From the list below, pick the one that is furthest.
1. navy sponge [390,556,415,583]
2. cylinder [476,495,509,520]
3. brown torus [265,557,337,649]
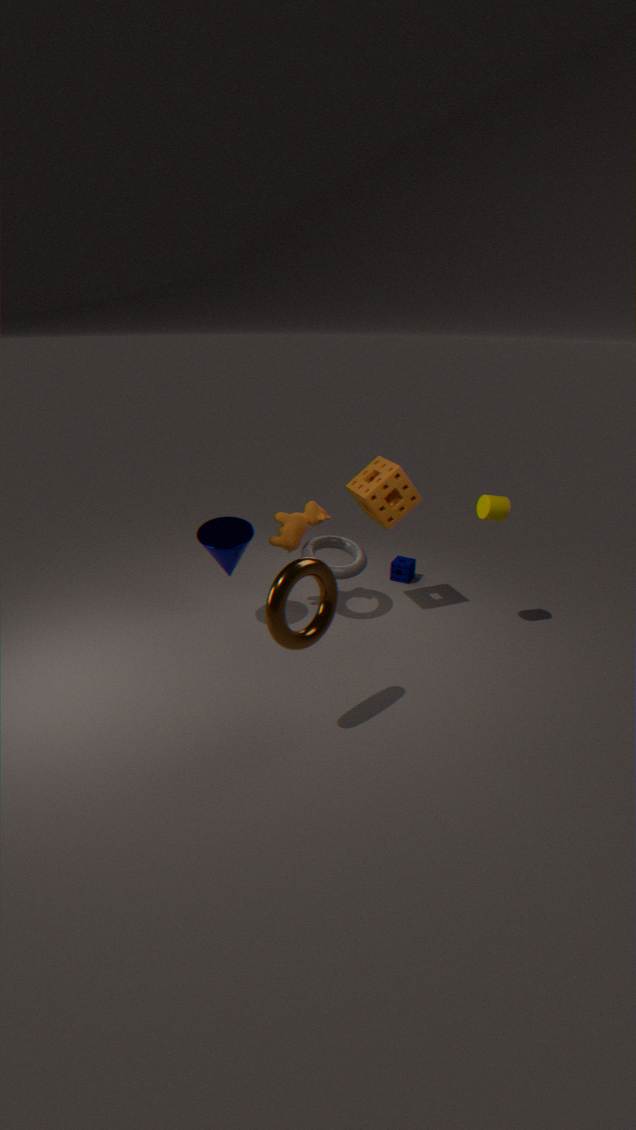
navy sponge [390,556,415,583]
